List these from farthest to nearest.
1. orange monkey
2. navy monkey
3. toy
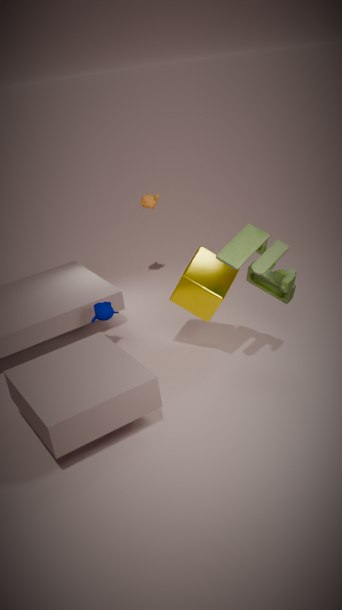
orange monkey, navy monkey, toy
